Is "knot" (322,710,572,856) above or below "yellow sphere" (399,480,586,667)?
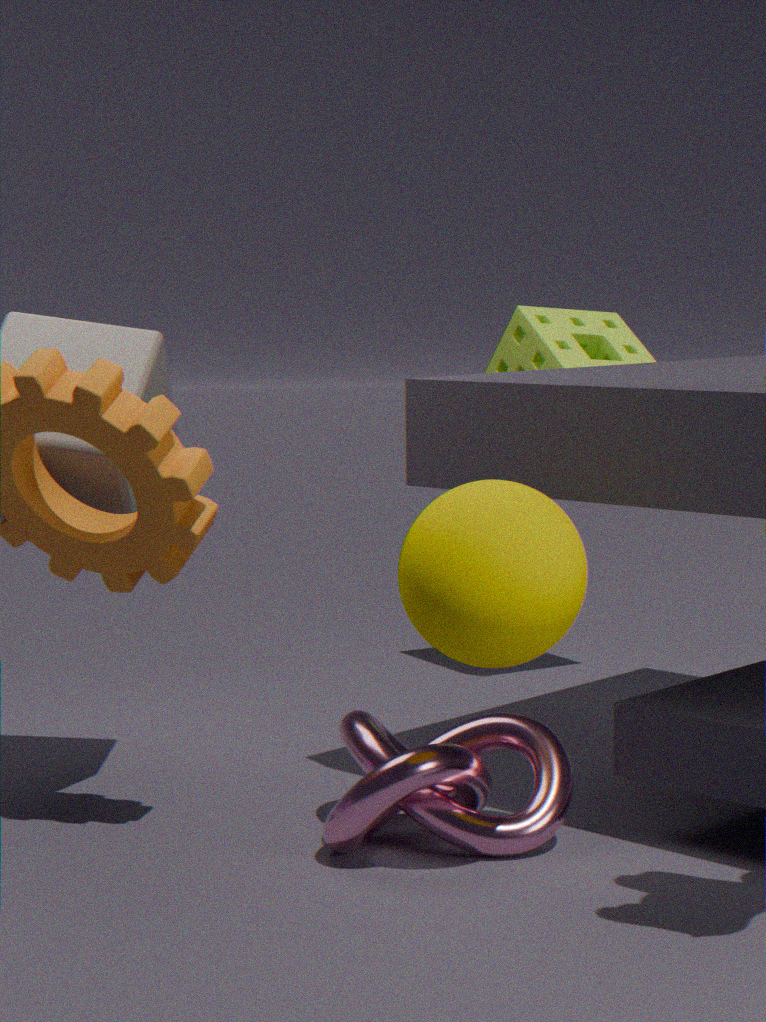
below
